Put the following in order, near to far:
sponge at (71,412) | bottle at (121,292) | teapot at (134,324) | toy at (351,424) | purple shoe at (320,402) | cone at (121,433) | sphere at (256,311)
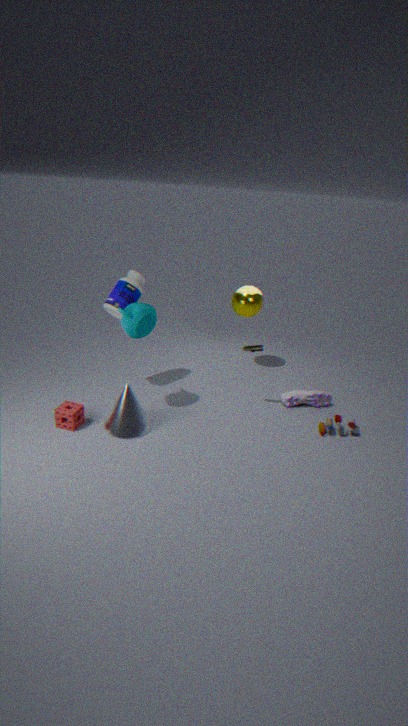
teapot at (134,324) < cone at (121,433) < sponge at (71,412) < toy at (351,424) < bottle at (121,292) < purple shoe at (320,402) < sphere at (256,311)
